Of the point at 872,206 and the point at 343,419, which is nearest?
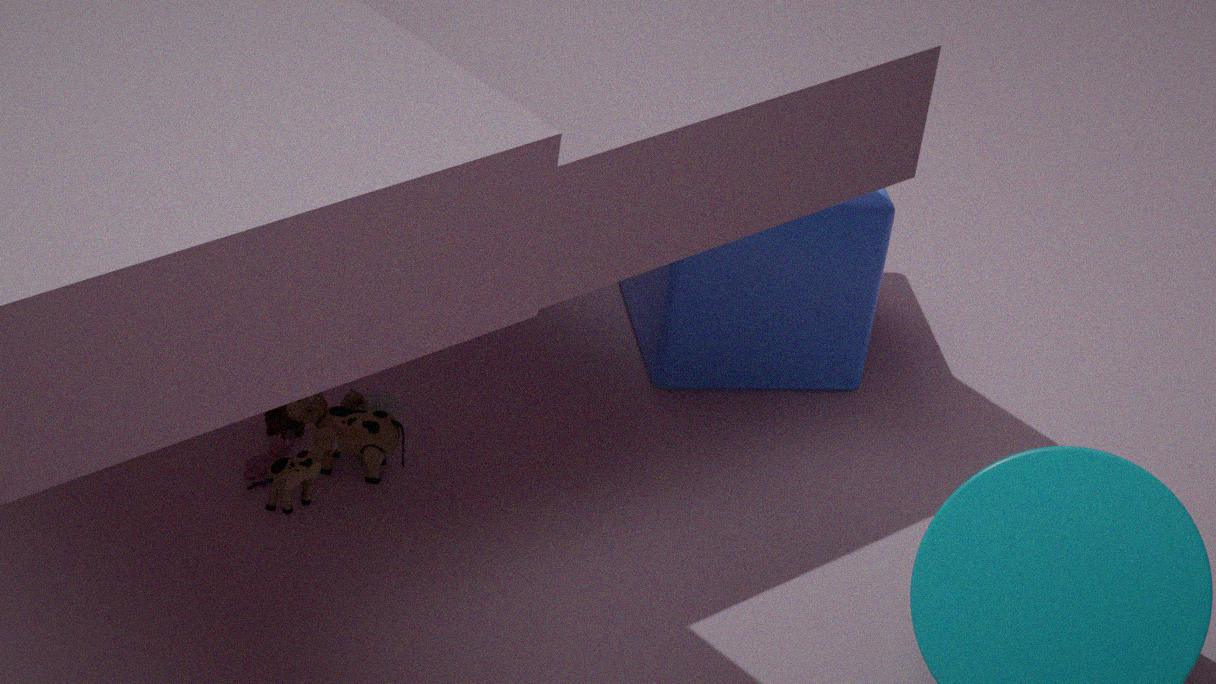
the point at 343,419
